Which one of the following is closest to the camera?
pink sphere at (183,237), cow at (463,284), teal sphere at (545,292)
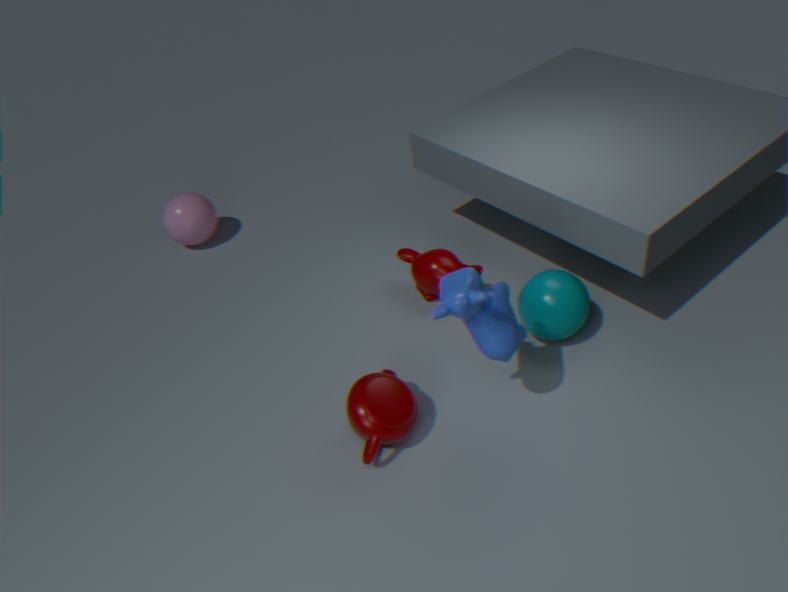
cow at (463,284)
